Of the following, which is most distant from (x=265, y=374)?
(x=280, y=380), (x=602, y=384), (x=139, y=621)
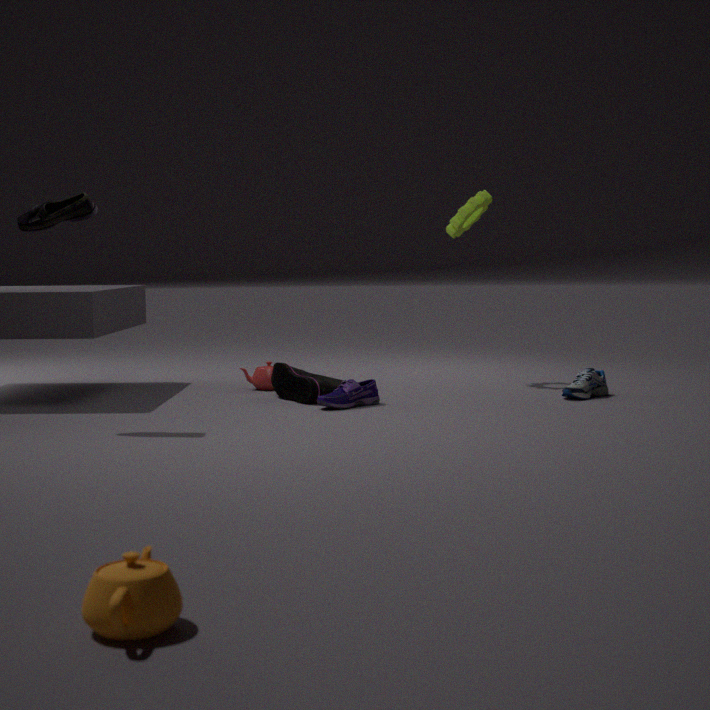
(x=139, y=621)
